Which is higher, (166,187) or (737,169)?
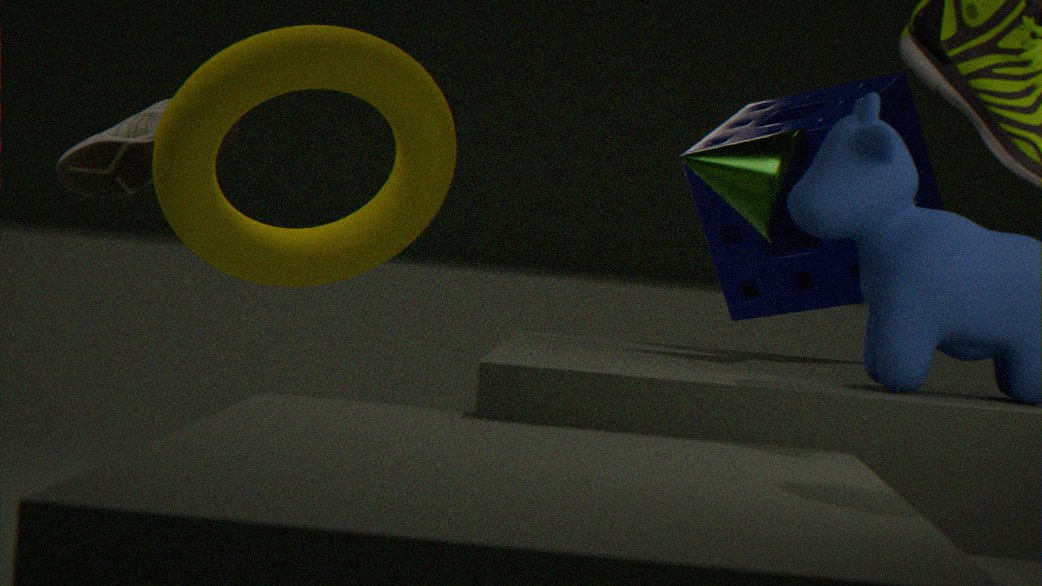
(737,169)
